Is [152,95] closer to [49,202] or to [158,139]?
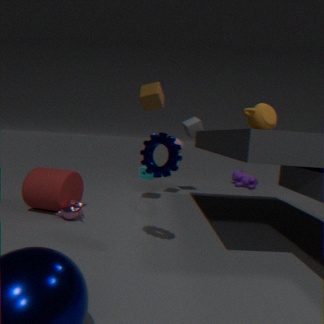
[158,139]
